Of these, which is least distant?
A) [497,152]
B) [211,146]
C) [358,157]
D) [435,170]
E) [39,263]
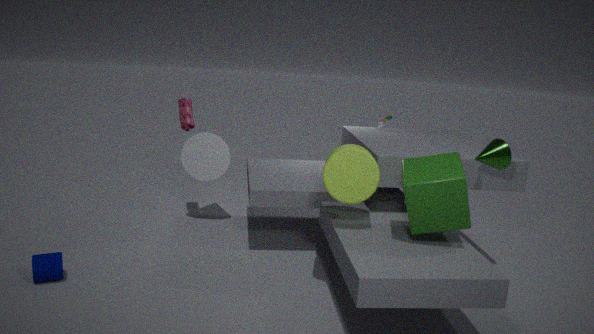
[435,170]
